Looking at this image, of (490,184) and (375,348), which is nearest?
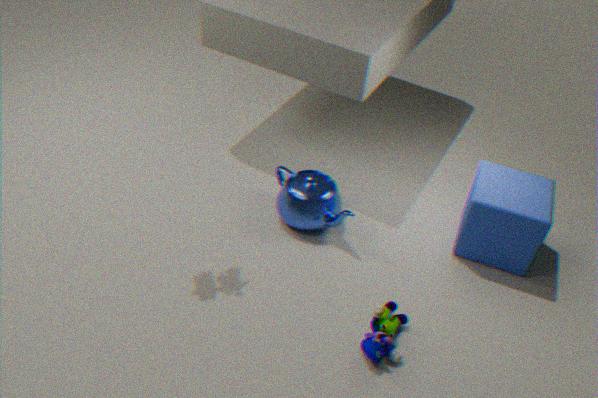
(375,348)
